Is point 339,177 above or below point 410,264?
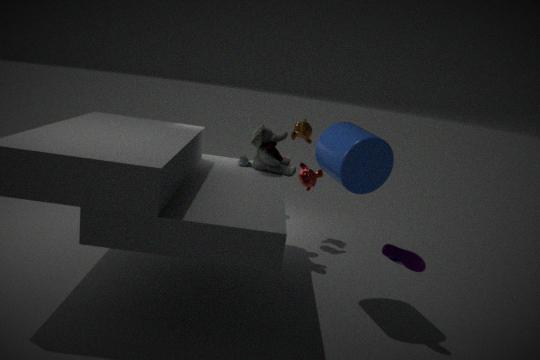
above
